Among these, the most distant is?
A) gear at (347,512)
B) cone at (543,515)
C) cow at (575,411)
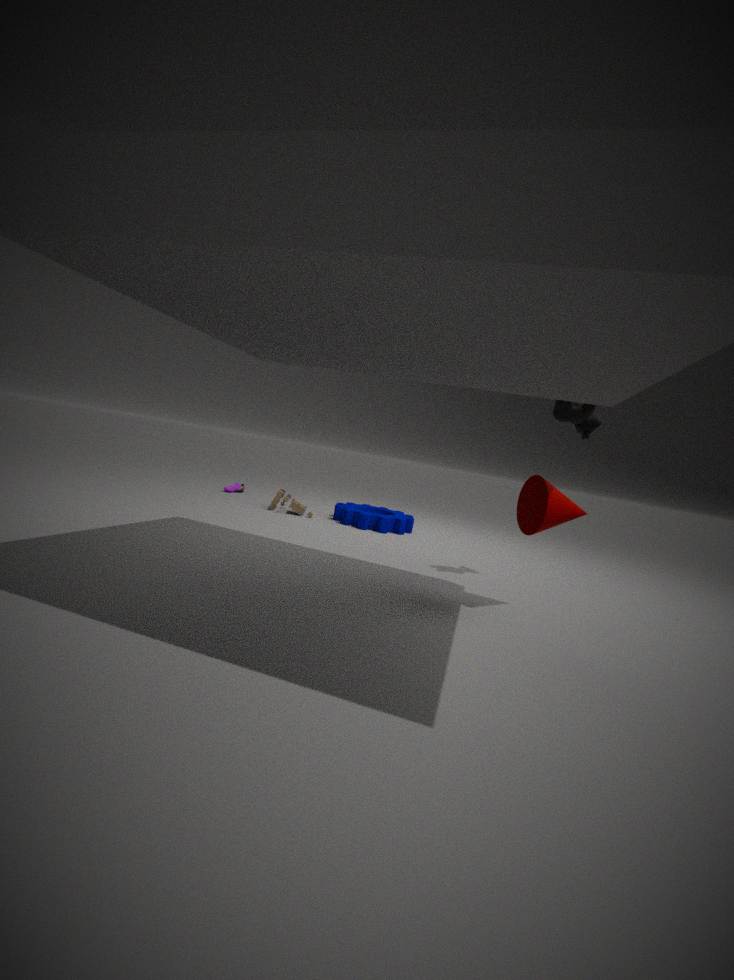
gear at (347,512)
